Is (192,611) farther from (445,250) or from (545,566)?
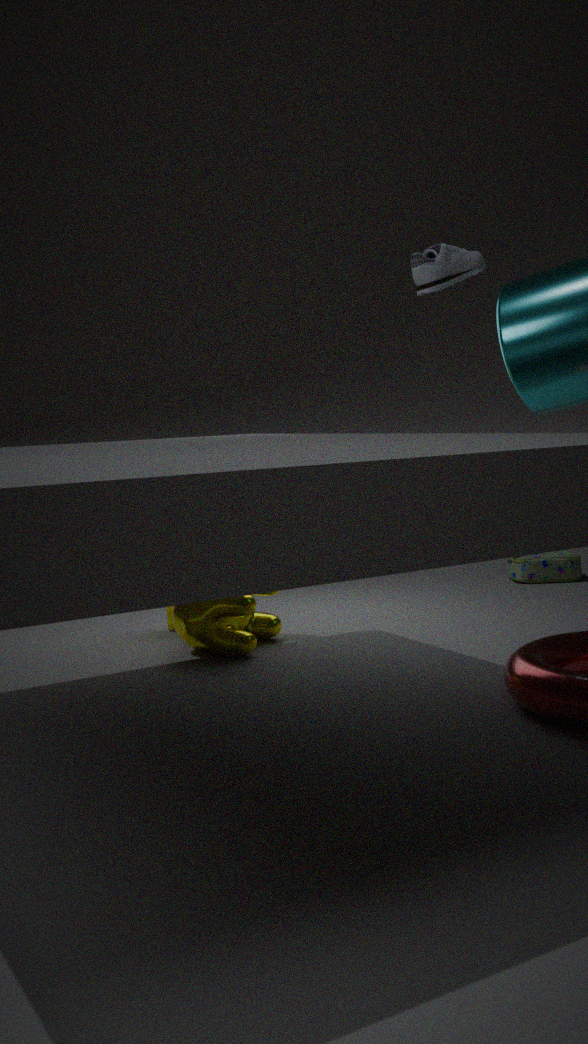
(545,566)
